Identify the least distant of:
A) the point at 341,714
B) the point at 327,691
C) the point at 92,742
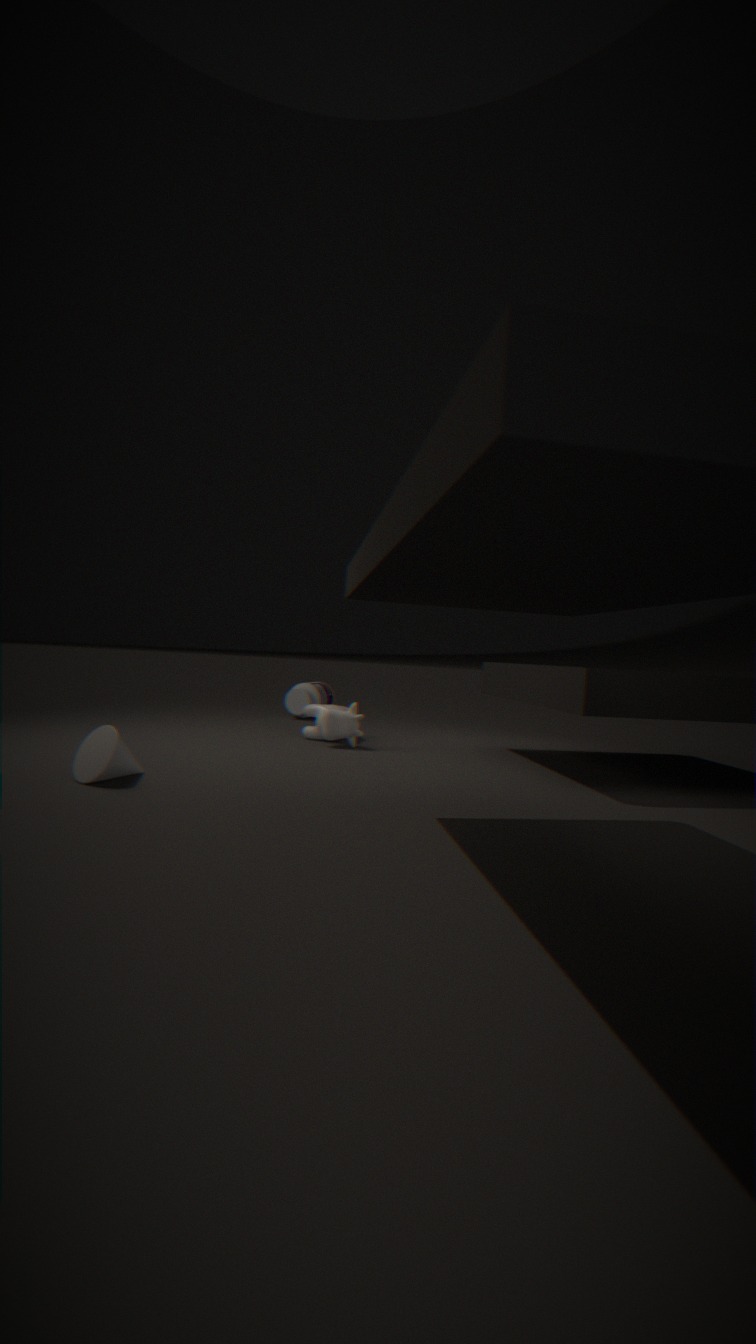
the point at 92,742
